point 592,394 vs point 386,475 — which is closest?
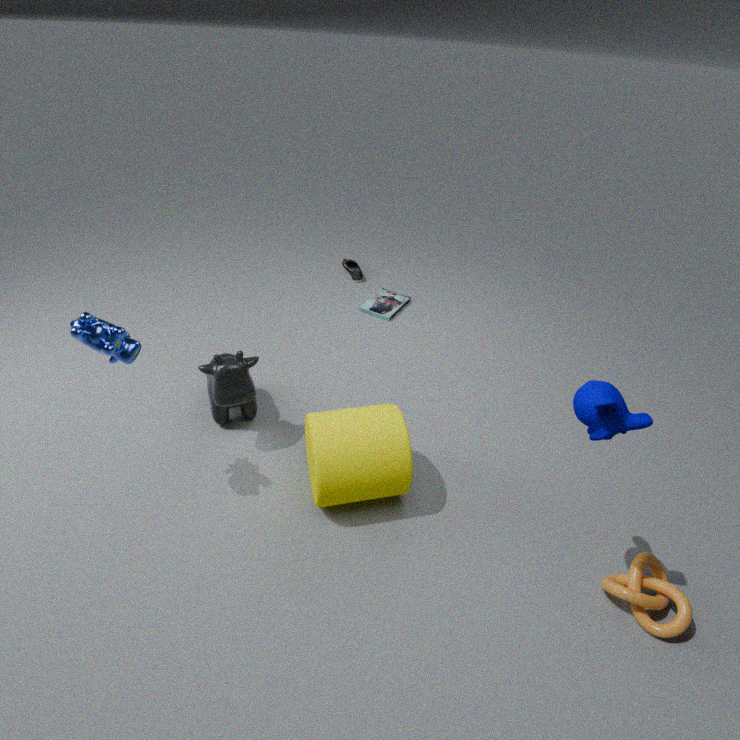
point 592,394
